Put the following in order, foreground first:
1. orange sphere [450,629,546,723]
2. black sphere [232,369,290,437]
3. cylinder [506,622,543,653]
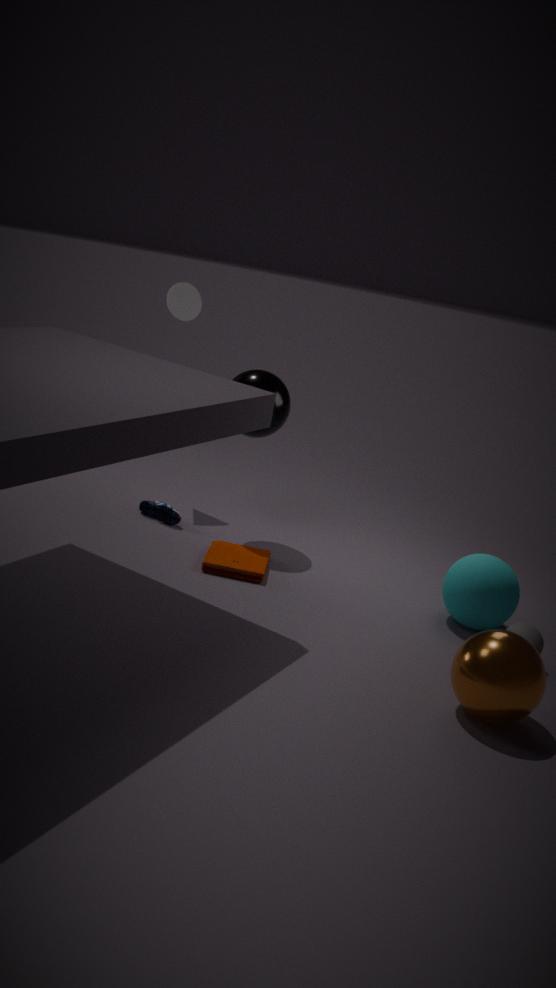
orange sphere [450,629,546,723], cylinder [506,622,543,653], black sphere [232,369,290,437]
